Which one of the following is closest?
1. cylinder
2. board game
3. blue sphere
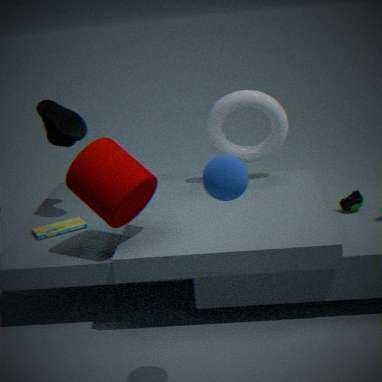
blue sphere
